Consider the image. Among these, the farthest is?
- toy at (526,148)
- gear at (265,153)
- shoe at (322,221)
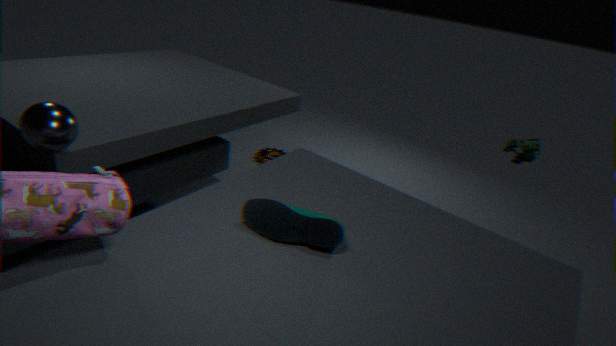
toy at (526,148)
